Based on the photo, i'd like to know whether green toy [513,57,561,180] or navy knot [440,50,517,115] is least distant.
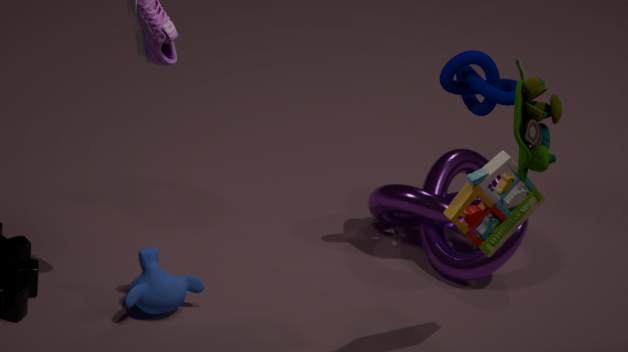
green toy [513,57,561,180]
